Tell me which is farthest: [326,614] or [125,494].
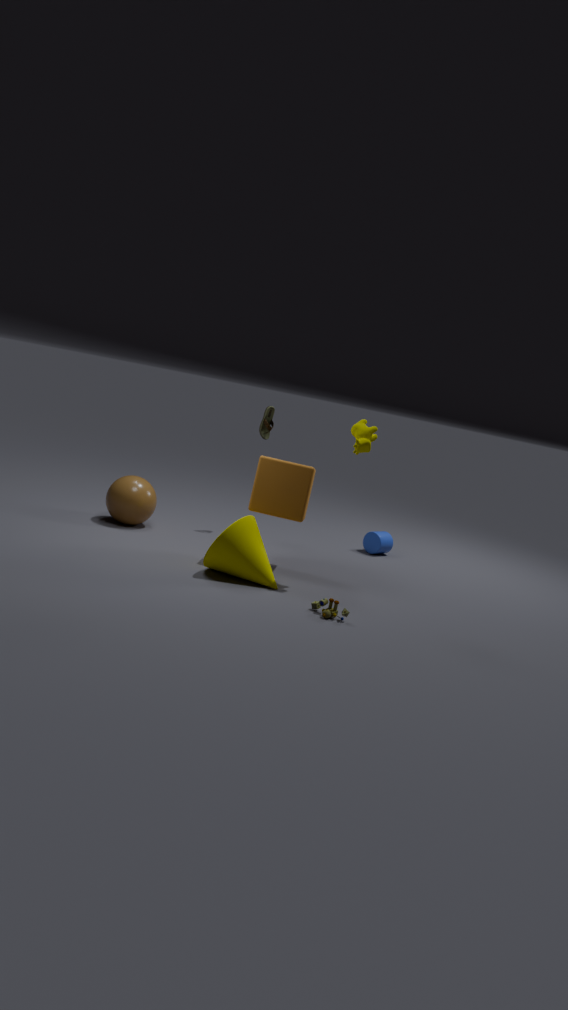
[125,494]
